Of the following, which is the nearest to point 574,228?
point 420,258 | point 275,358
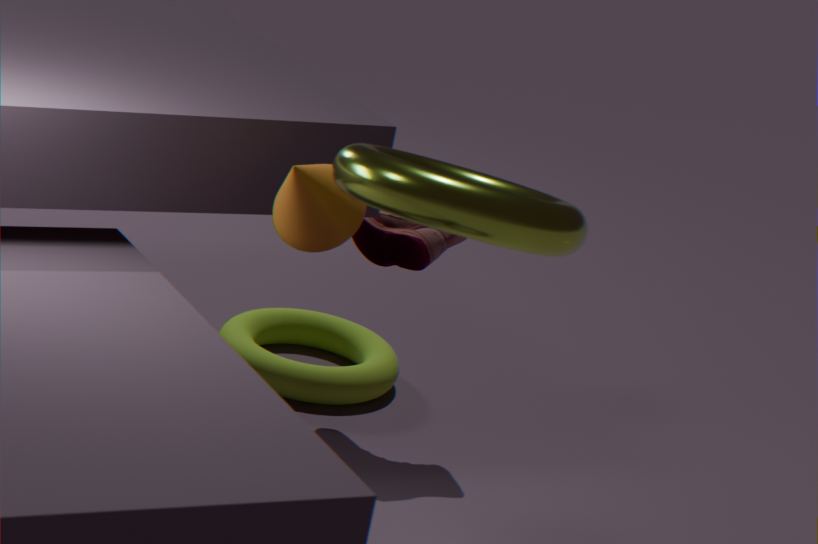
point 420,258
